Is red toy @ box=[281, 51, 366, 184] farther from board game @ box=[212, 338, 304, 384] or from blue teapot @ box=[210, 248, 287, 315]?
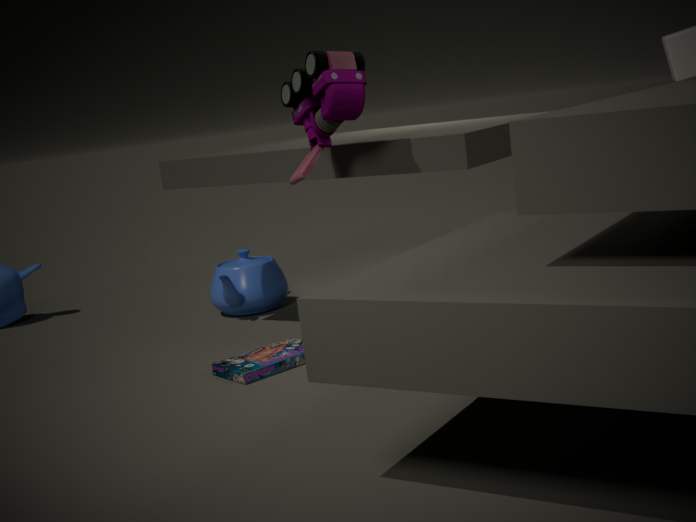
blue teapot @ box=[210, 248, 287, 315]
